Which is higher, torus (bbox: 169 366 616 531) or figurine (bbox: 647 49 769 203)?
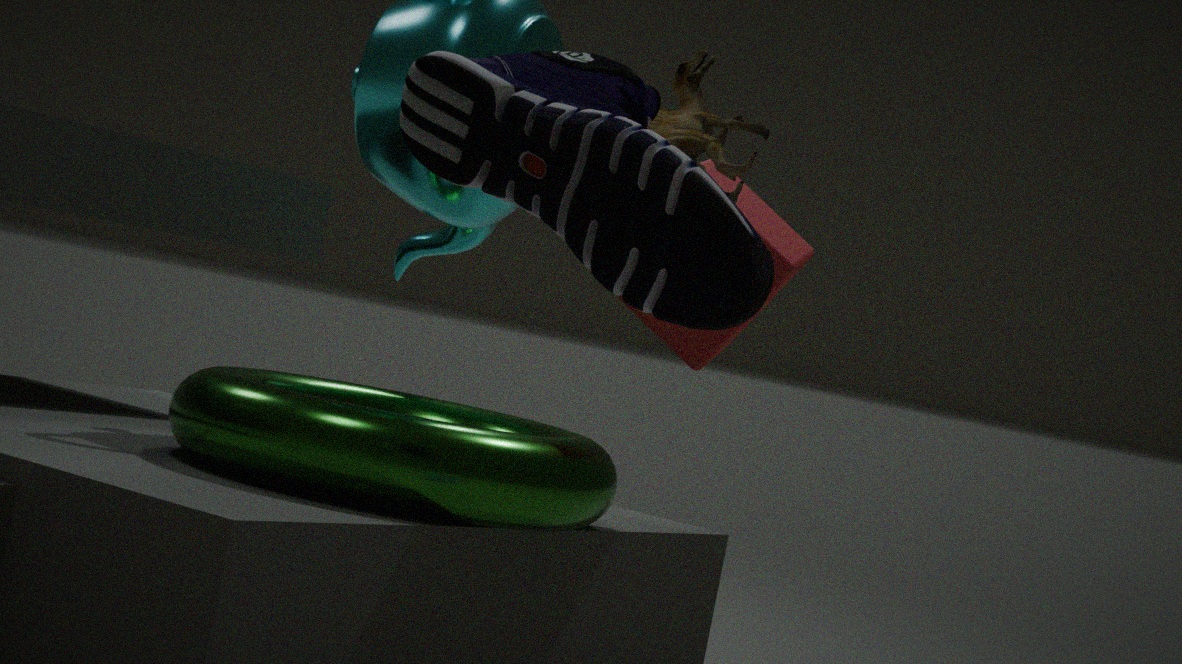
figurine (bbox: 647 49 769 203)
